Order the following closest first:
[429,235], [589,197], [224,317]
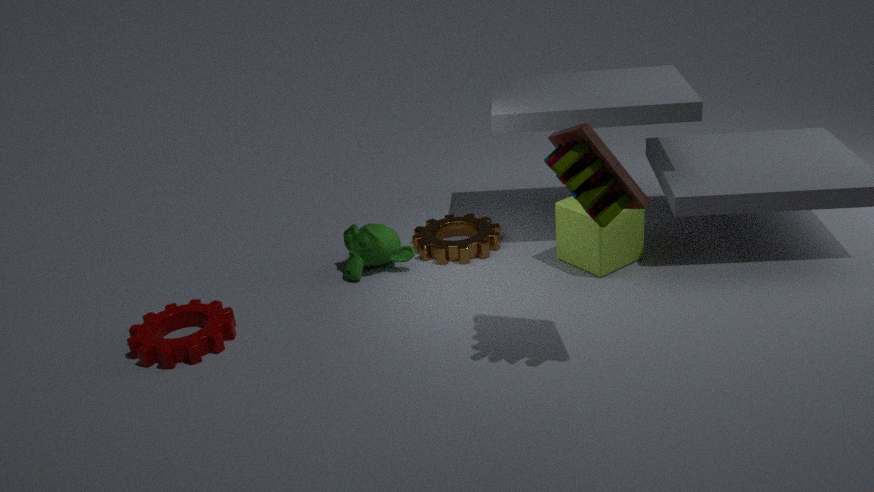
[589,197]
[224,317]
[429,235]
